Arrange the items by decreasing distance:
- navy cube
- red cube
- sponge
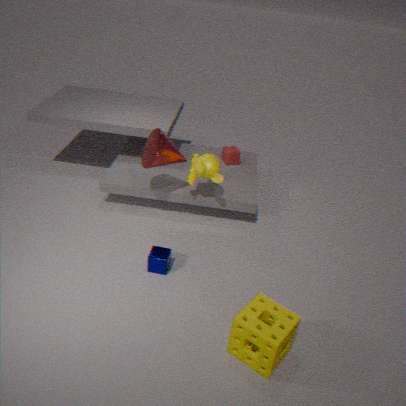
1. red cube
2. navy cube
3. sponge
